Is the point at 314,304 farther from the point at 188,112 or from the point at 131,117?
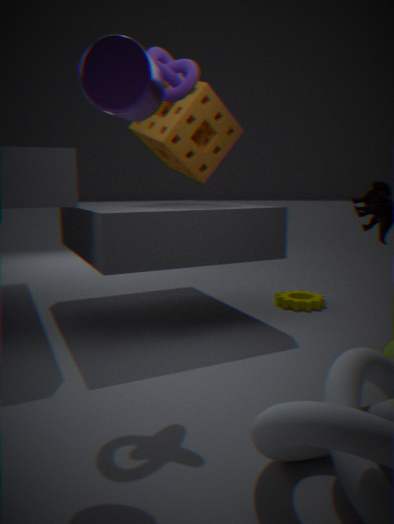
the point at 131,117
